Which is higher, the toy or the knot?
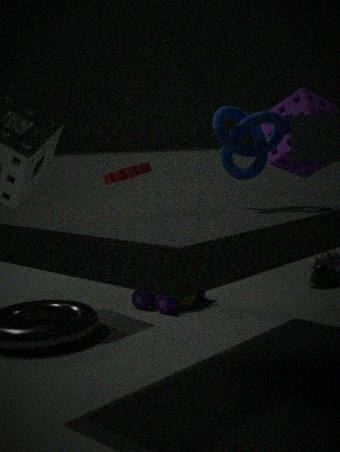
the knot
